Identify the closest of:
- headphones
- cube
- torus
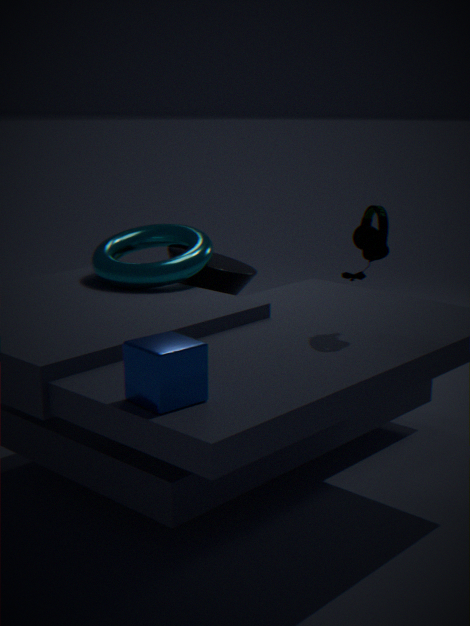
cube
